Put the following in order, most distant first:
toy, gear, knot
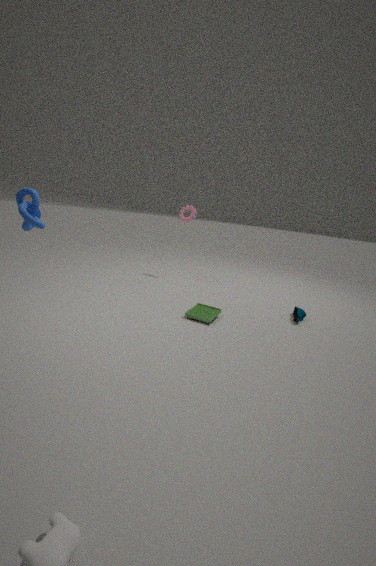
gear < toy < knot
